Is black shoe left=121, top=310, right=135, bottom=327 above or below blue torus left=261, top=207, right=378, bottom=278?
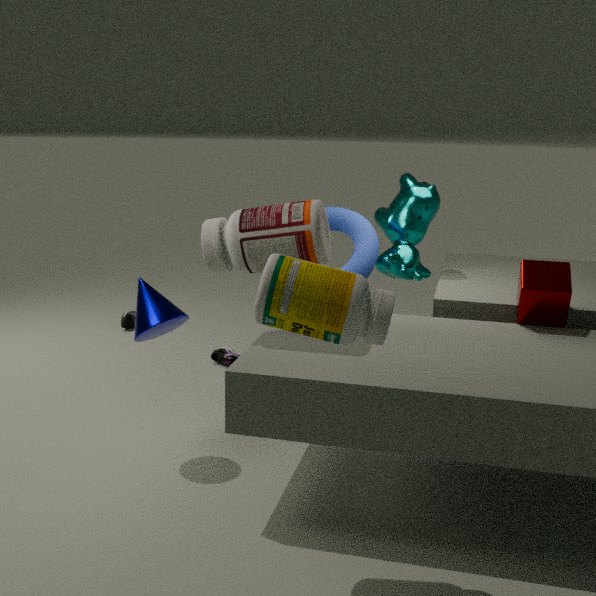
below
